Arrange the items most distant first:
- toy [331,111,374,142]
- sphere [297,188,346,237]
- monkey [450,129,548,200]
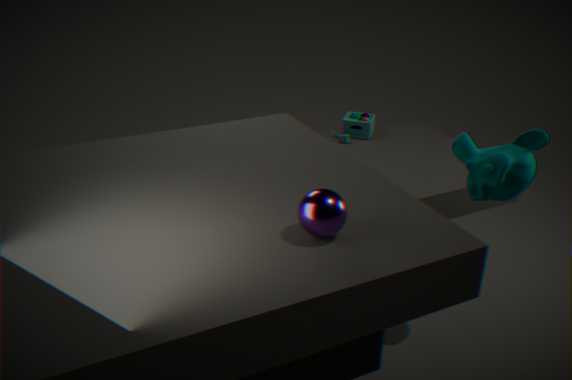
1. toy [331,111,374,142]
2. monkey [450,129,548,200]
3. sphere [297,188,346,237]
